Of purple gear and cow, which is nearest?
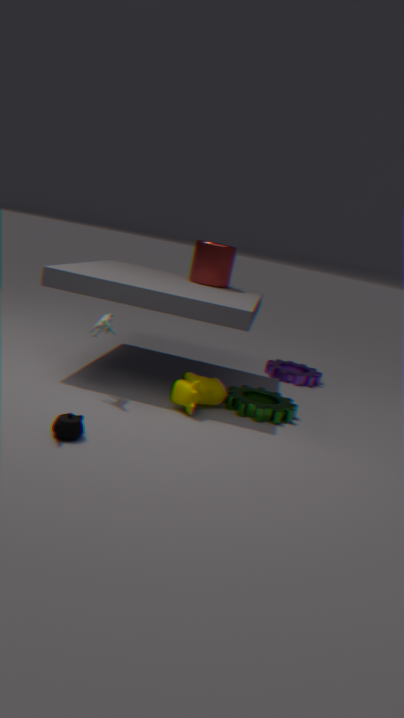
cow
